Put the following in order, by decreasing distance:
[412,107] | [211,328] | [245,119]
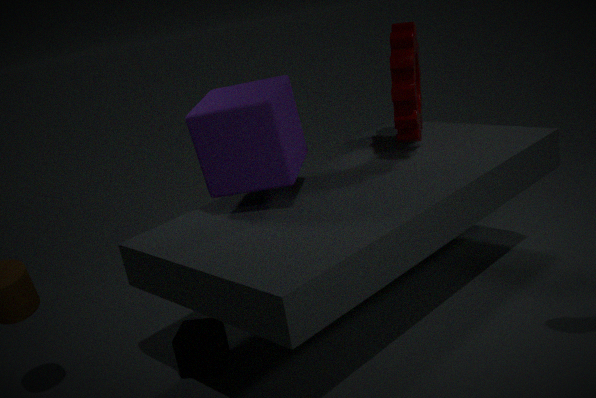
1. [412,107]
2. [211,328]
3. [245,119]
